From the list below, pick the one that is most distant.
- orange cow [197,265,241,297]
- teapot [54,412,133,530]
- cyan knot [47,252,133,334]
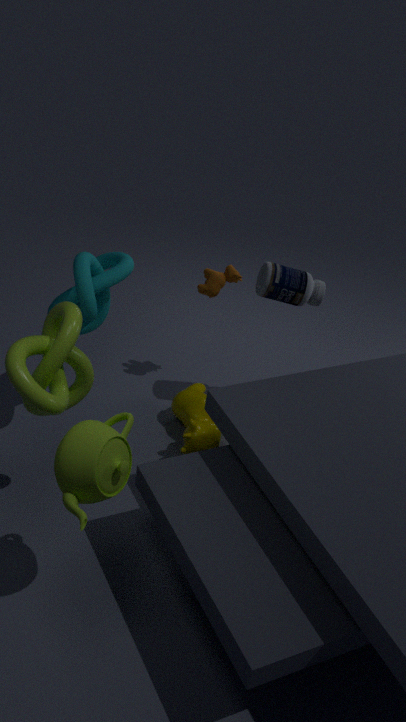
orange cow [197,265,241,297]
